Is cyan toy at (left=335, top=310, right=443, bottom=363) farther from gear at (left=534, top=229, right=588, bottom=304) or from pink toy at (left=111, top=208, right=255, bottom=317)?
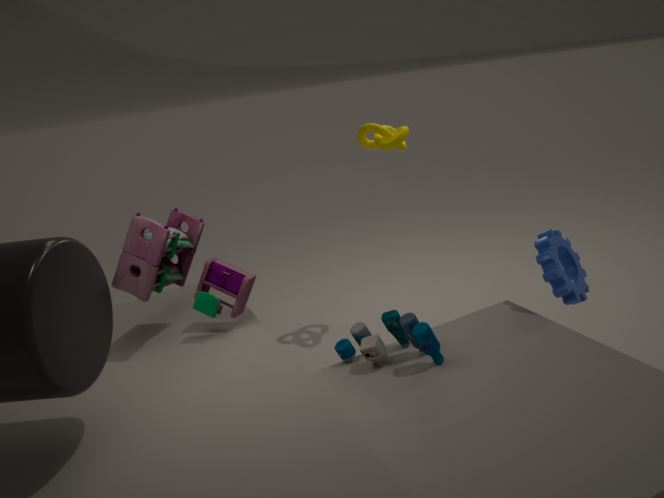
gear at (left=534, top=229, right=588, bottom=304)
